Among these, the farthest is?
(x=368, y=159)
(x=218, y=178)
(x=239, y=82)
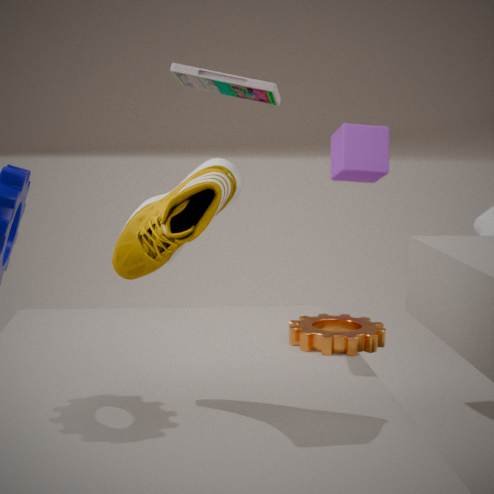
(x=368, y=159)
